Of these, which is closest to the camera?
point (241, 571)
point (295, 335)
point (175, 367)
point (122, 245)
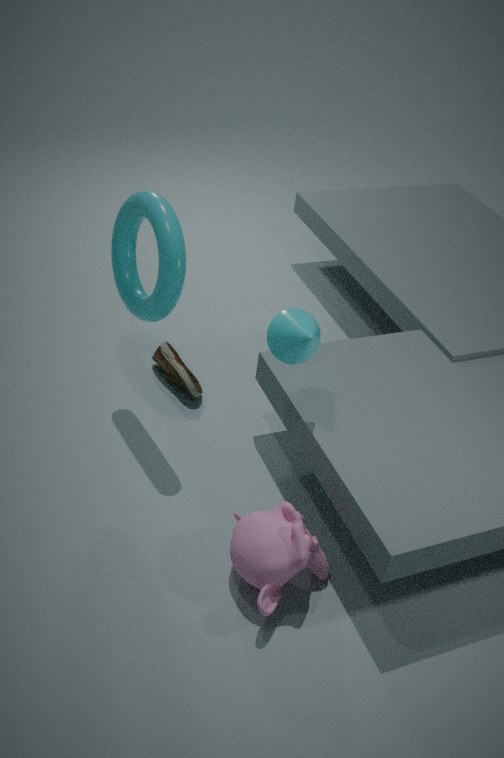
point (241, 571)
